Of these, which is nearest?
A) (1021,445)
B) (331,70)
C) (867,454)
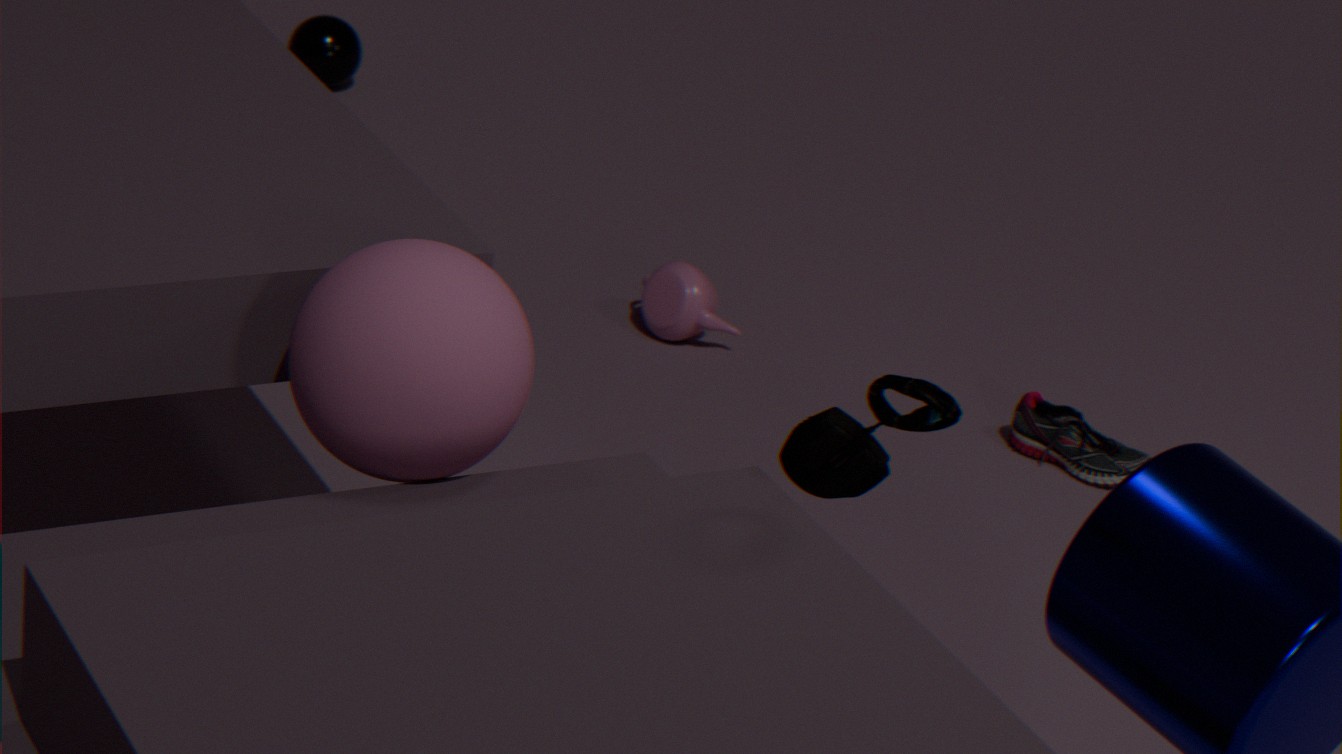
(867,454)
